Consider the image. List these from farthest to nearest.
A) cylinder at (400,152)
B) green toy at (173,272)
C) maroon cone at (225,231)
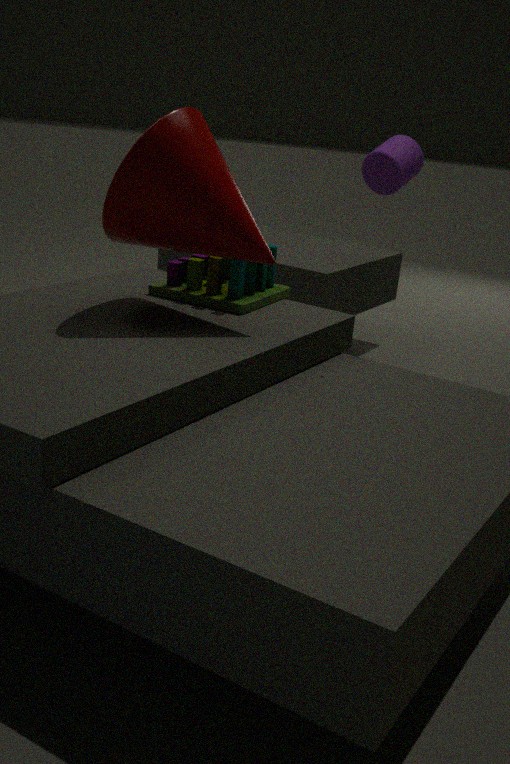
cylinder at (400,152)
green toy at (173,272)
maroon cone at (225,231)
